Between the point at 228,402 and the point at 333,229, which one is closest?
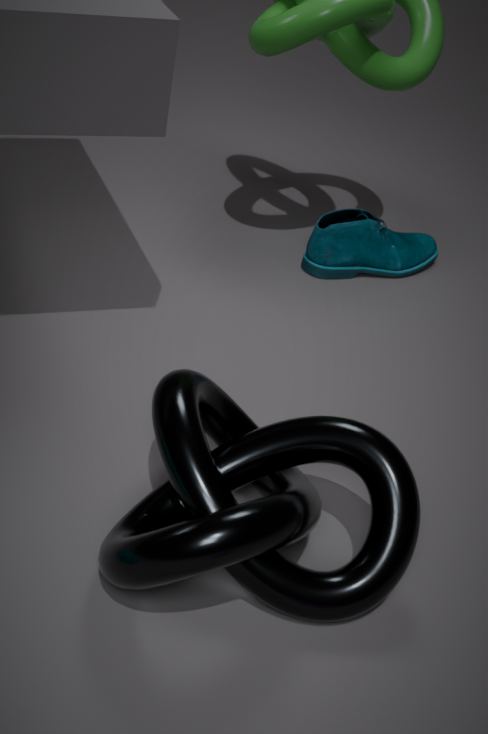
the point at 228,402
